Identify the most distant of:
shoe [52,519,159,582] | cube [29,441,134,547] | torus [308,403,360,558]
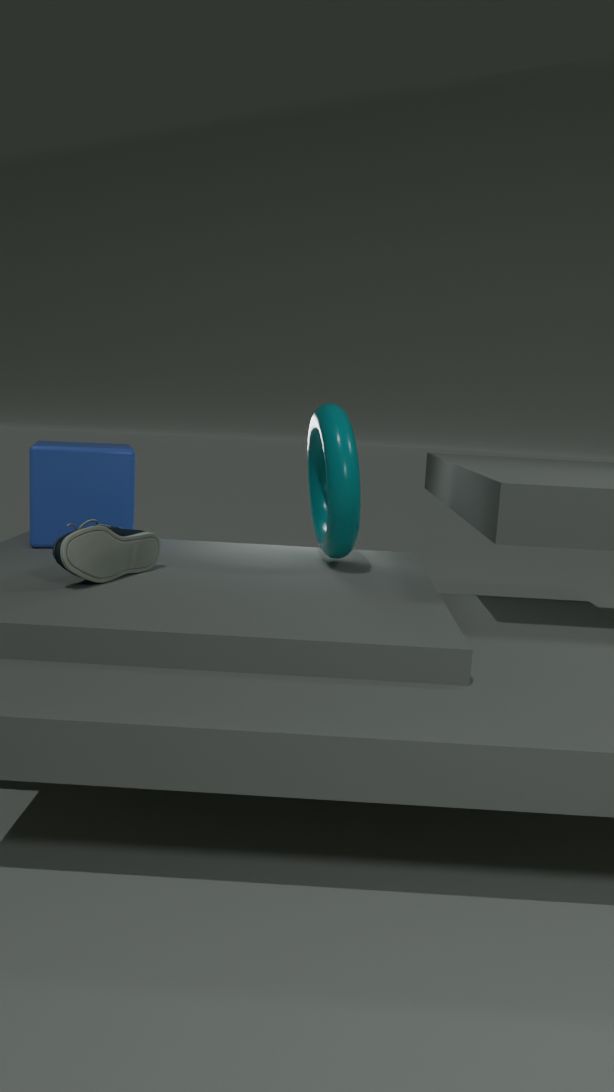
cube [29,441,134,547]
